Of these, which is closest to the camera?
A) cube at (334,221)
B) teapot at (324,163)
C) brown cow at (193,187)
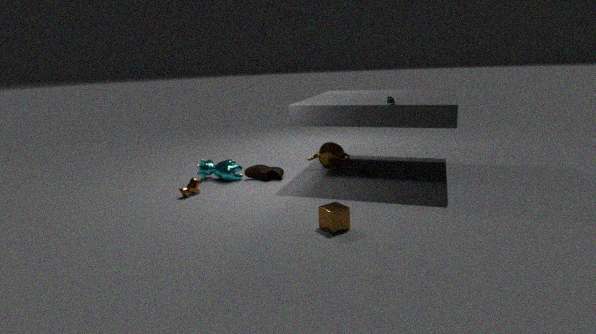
cube at (334,221)
